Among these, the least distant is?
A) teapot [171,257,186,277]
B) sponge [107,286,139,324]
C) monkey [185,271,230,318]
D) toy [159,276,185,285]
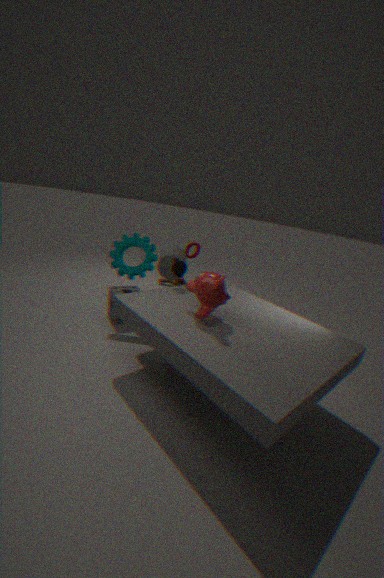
monkey [185,271,230,318]
